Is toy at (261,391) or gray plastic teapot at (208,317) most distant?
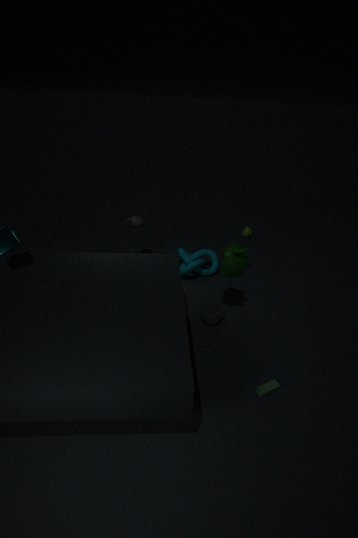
gray plastic teapot at (208,317)
